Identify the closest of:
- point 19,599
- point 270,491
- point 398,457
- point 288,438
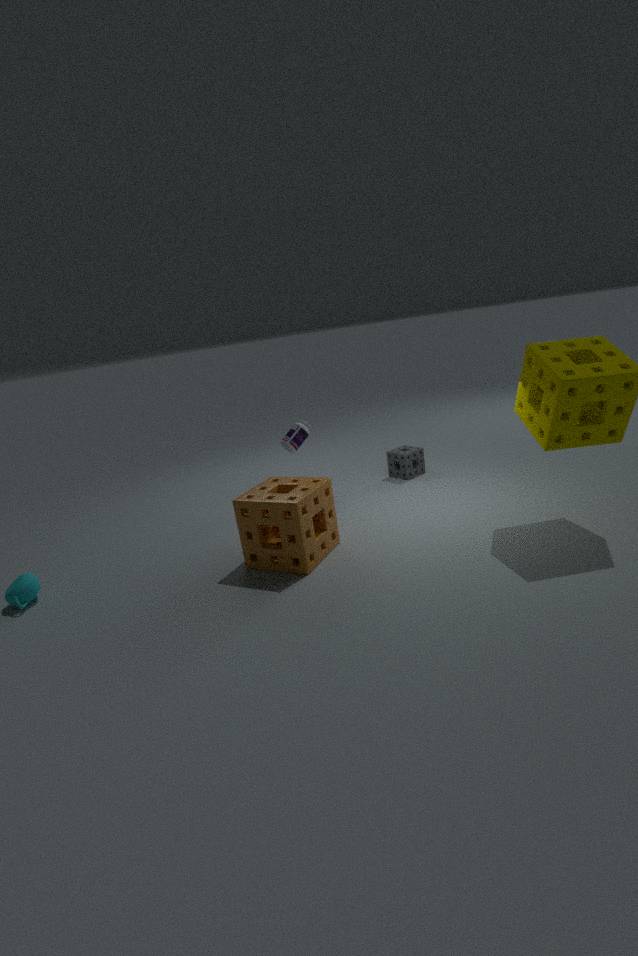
point 19,599
